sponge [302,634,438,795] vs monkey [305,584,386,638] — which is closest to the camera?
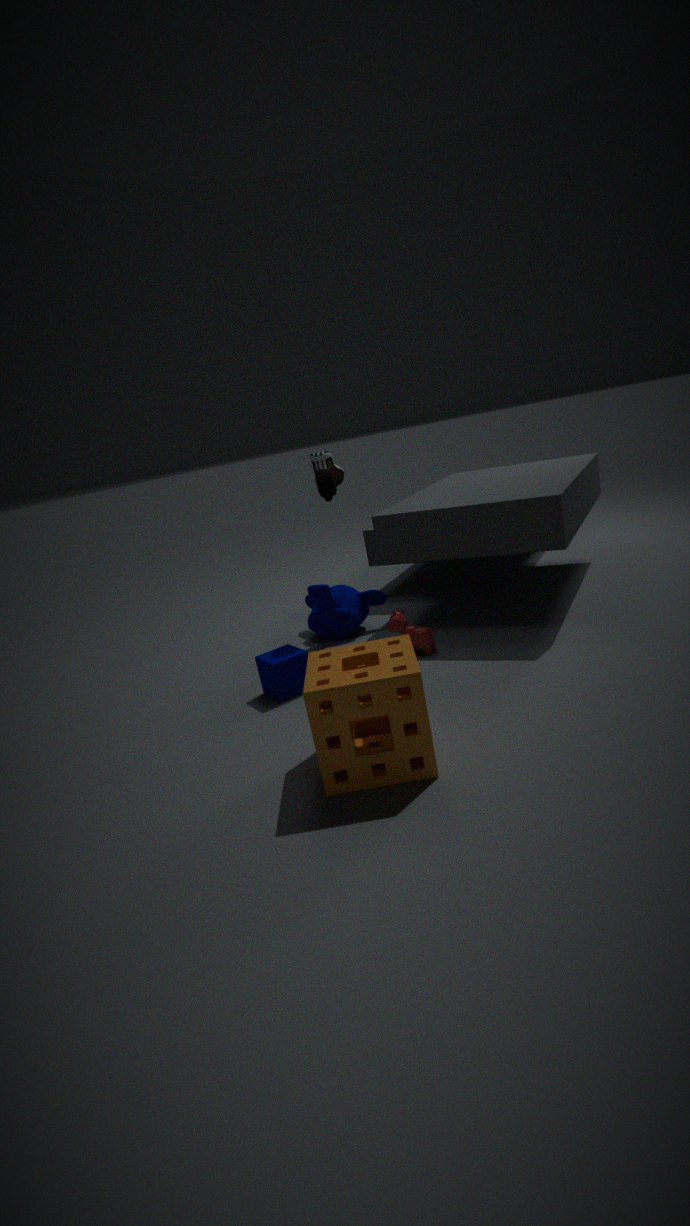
sponge [302,634,438,795]
